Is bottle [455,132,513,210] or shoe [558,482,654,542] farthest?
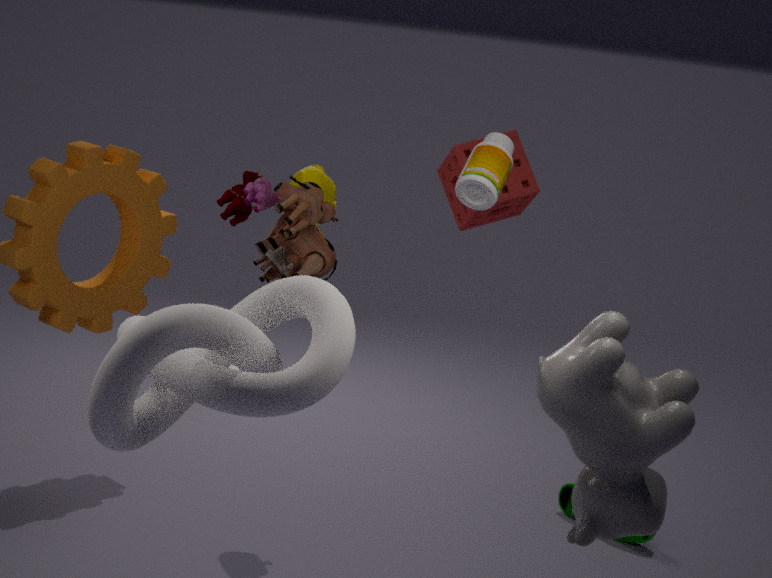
shoe [558,482,654,542]
